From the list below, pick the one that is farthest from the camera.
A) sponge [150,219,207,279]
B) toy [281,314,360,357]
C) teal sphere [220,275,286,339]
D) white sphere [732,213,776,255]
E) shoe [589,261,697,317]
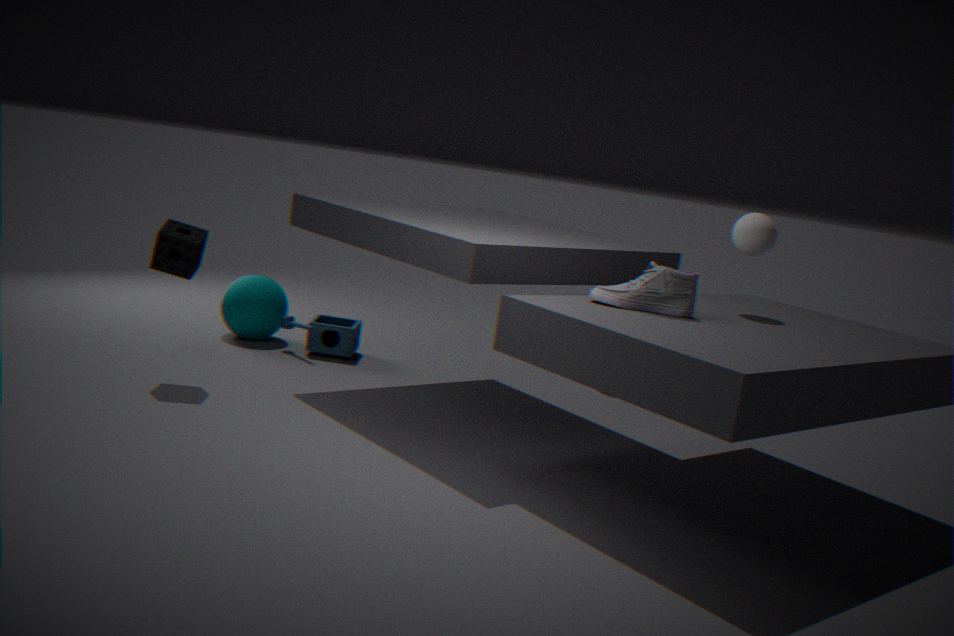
teal sphere [220,275,286,339]
